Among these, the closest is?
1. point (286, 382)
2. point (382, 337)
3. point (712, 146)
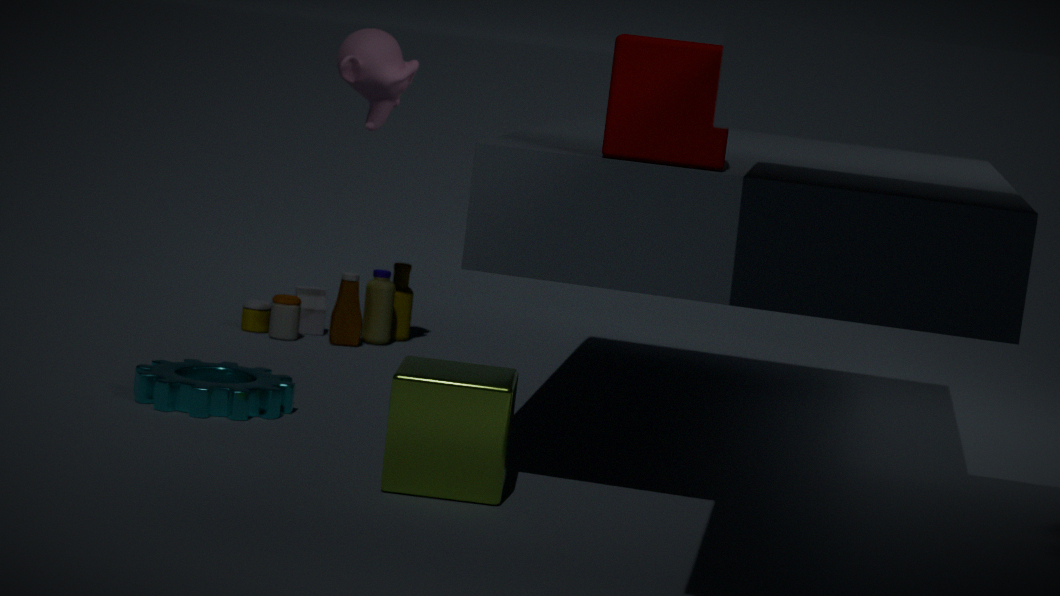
point (712, 146)
